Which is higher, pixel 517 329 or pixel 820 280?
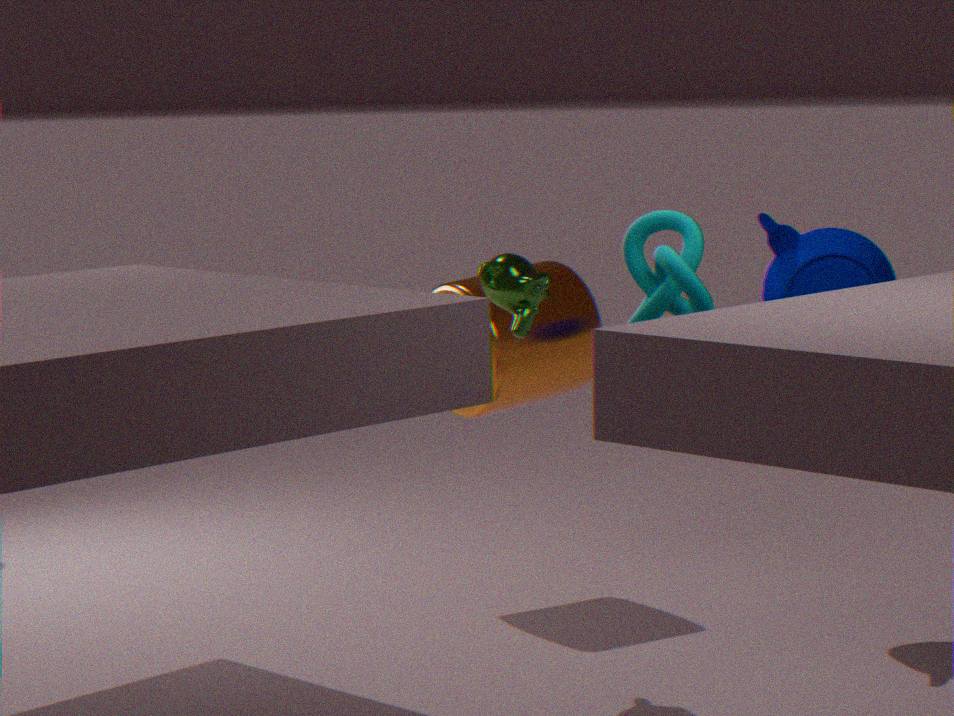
pixel 517 329
